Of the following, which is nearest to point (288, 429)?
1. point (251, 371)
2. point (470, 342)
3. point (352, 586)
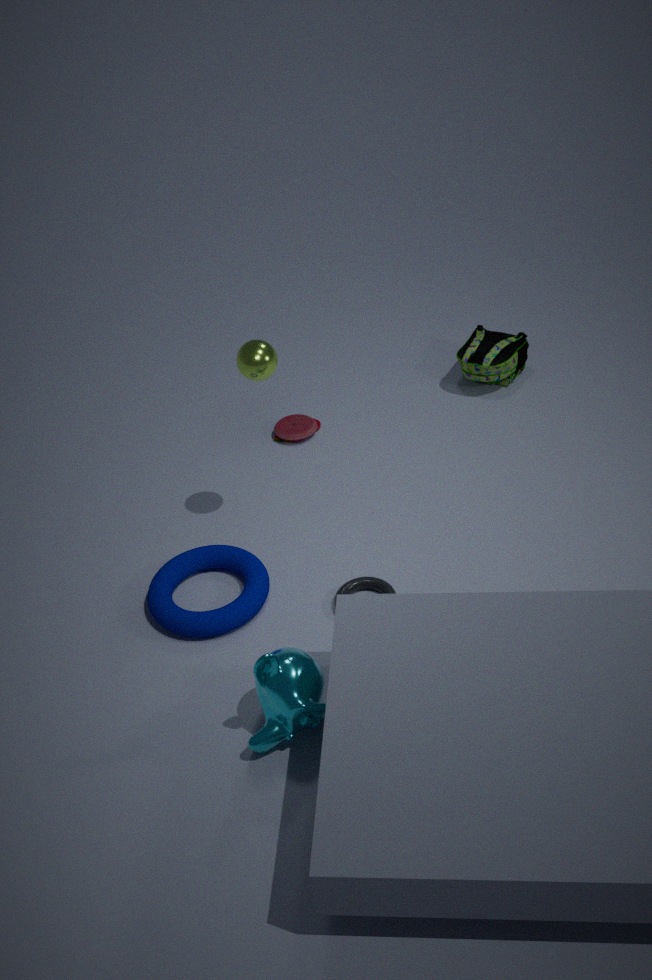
point (251, 371)
